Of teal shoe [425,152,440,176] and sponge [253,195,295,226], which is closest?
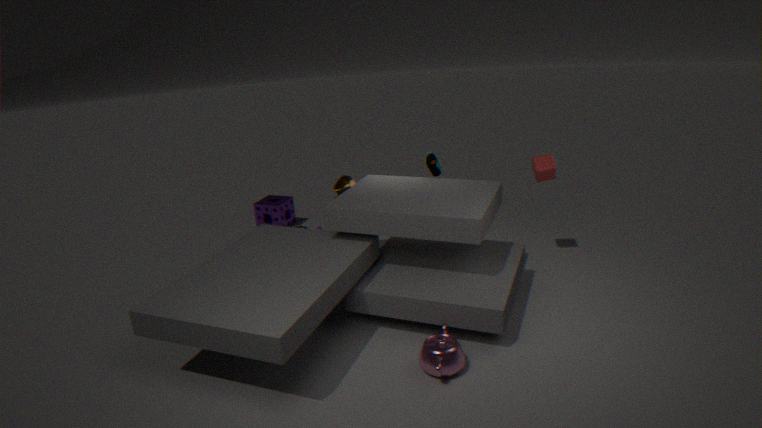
teal shoe [425,152,440,176]
